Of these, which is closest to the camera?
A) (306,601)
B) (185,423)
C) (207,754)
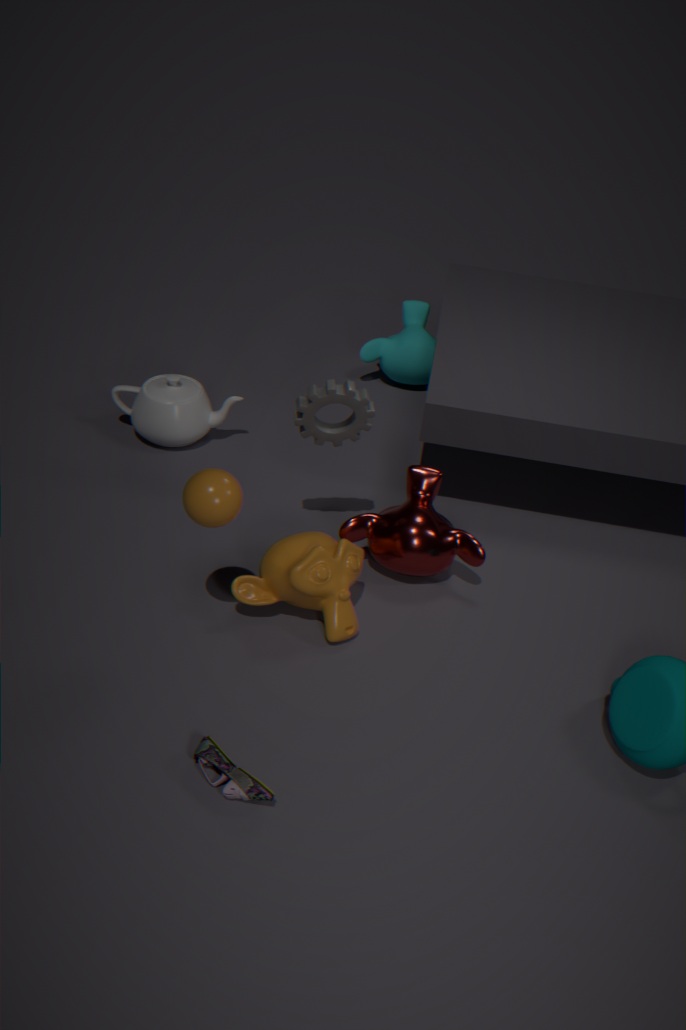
(207,754)
